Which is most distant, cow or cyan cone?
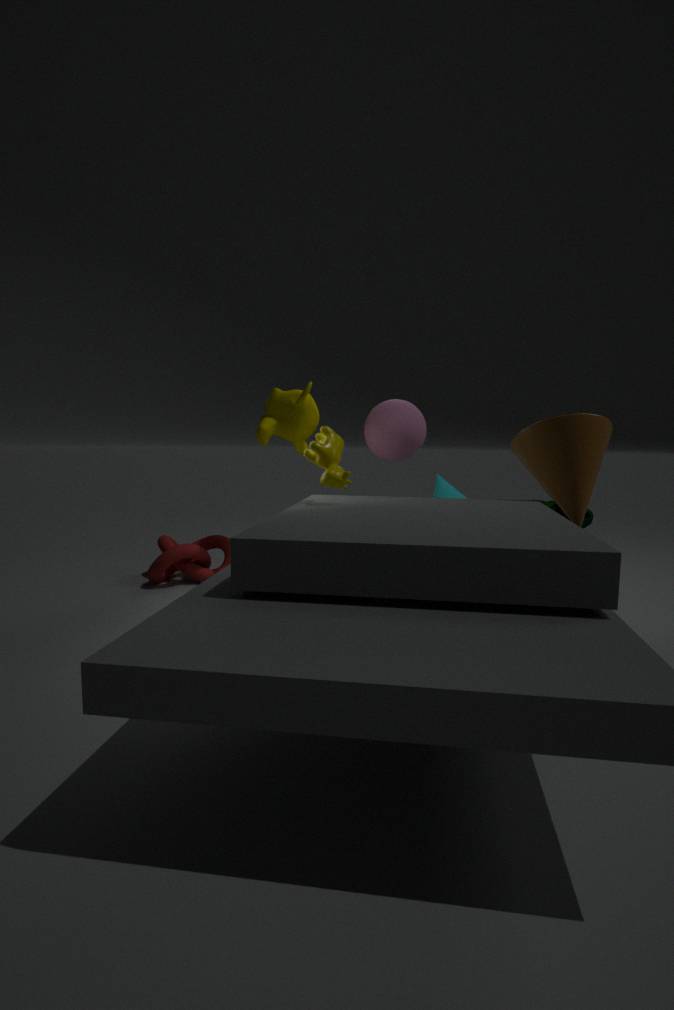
cyan cone
